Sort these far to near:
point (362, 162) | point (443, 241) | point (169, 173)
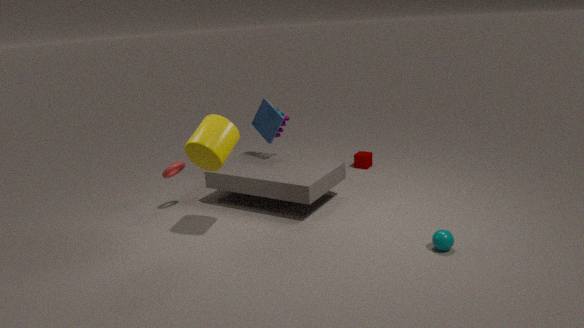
point (362, 162)
point (169, 173)
point (443, 241)
